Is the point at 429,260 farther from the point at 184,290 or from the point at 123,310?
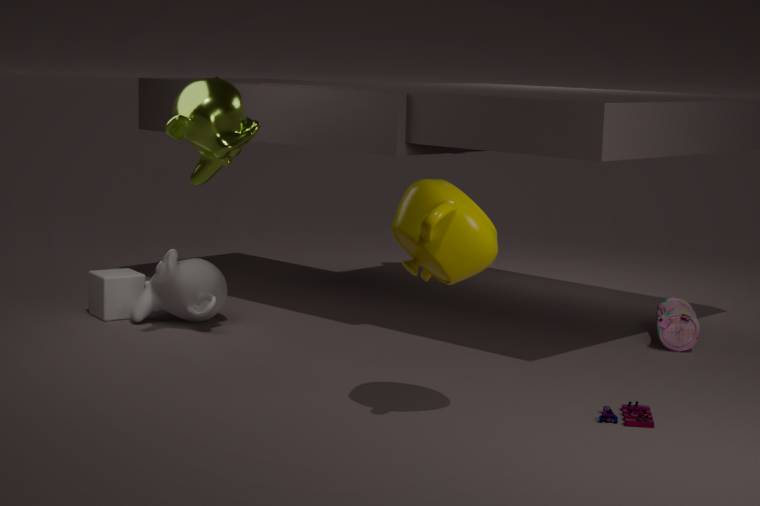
the point at 123,310
